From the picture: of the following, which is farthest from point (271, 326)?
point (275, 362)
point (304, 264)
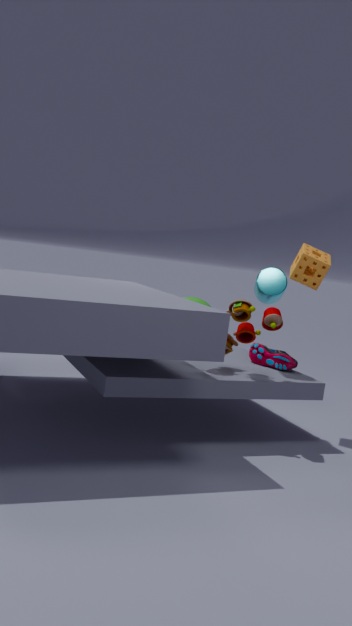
point (304, 264)
